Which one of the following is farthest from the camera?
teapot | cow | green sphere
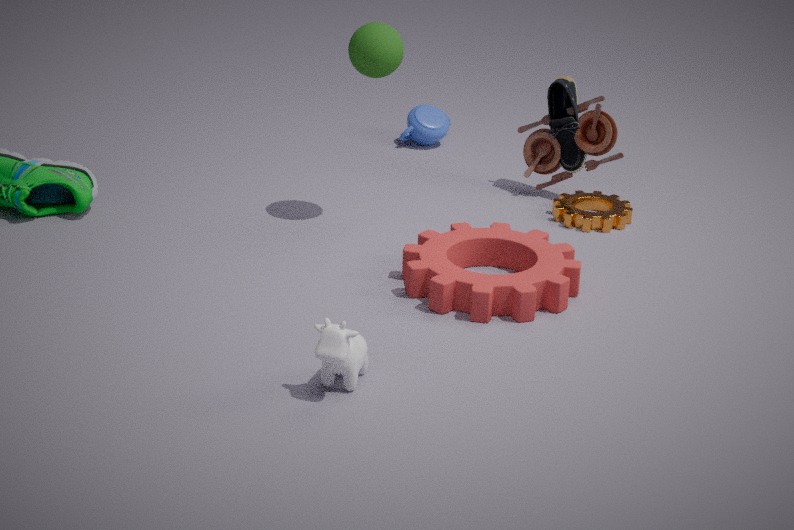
teapot
